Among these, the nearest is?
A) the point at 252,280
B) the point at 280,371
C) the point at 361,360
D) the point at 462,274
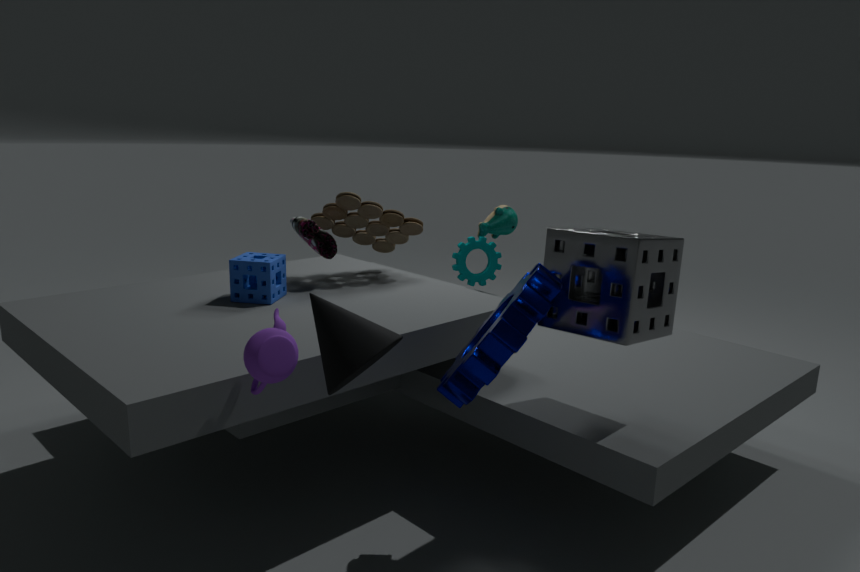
the point at 361,360
